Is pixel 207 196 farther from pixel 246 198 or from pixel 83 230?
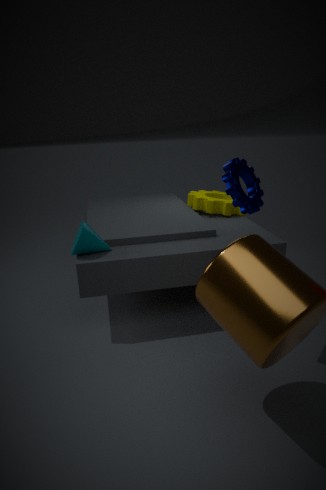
pixel 83 230
